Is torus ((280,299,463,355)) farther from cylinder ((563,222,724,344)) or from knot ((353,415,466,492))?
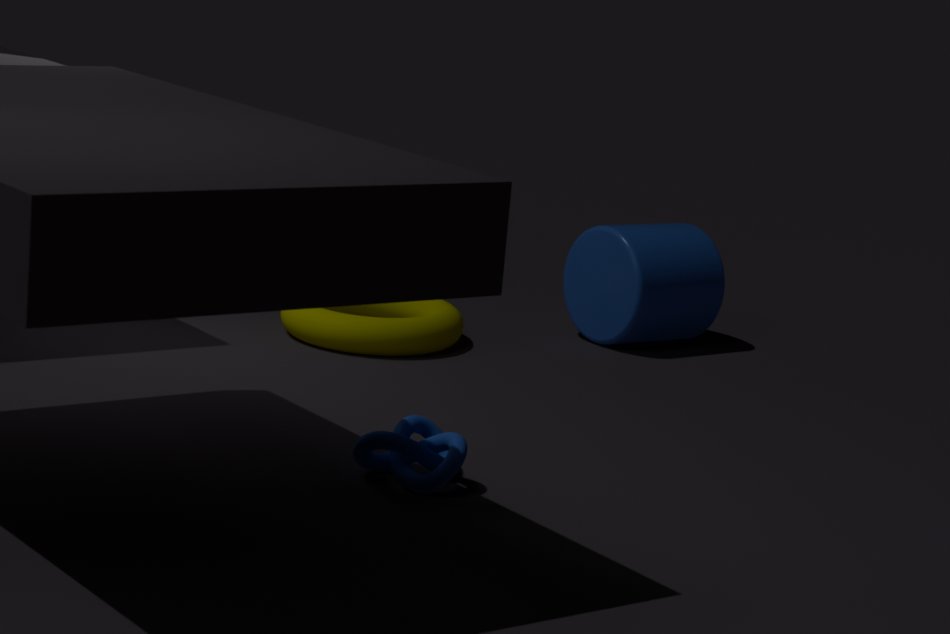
knot ((353,415,466,492))
